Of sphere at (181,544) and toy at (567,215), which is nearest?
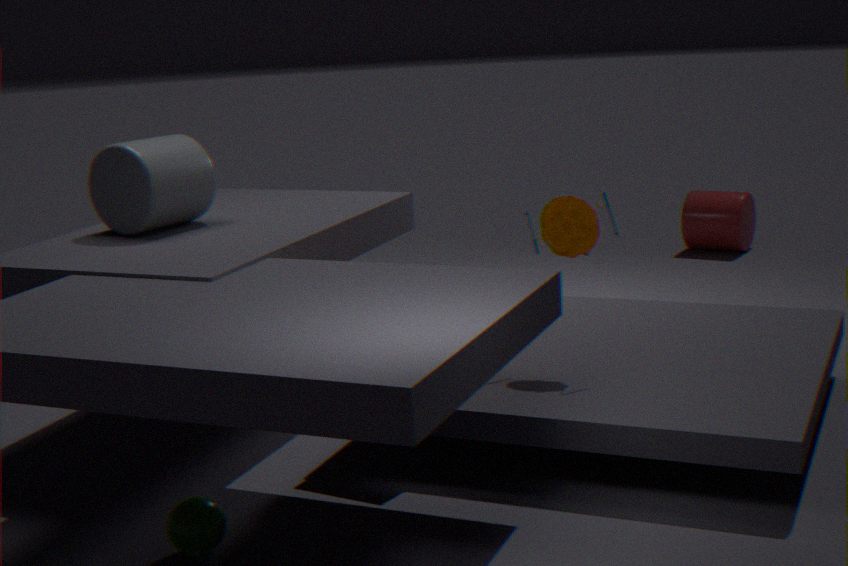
sphere at (181,544)
